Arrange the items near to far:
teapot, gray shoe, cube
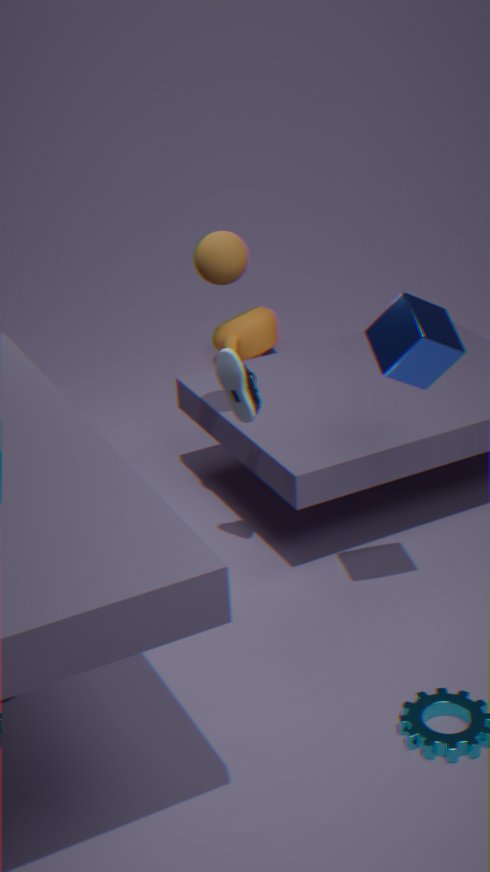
cube, gray shoe, teapot
